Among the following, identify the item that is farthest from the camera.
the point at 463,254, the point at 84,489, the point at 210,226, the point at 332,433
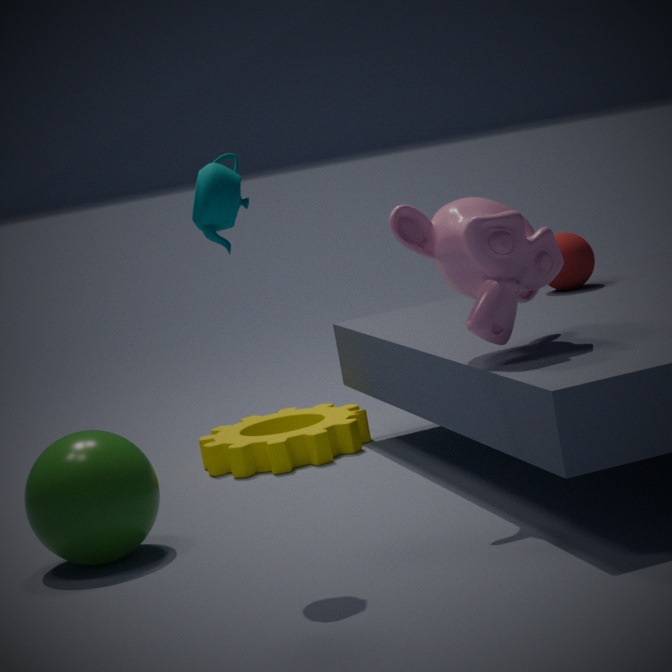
the point at 332,433
